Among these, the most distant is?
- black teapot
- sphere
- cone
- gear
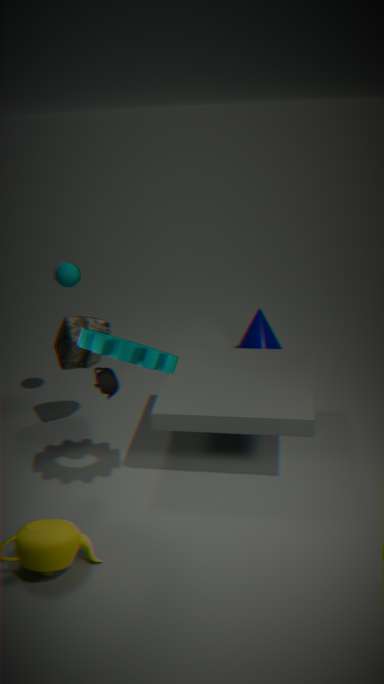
cone
